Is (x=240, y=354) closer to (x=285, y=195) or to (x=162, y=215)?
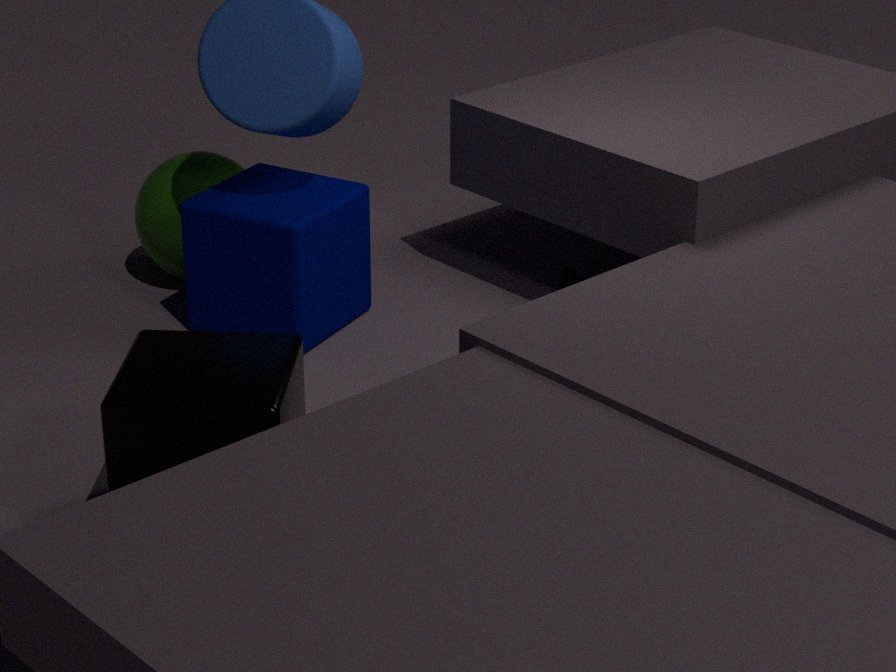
(x=285, y=195)
